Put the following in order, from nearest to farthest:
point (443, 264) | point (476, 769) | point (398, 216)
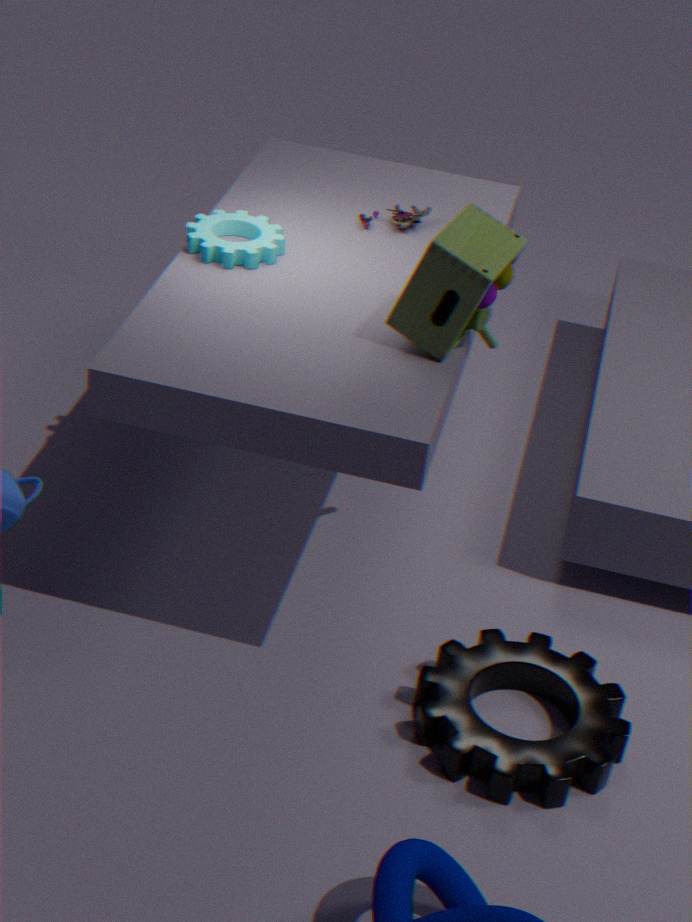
point (443, 264) → point (476, 769) → point (398, 216)
